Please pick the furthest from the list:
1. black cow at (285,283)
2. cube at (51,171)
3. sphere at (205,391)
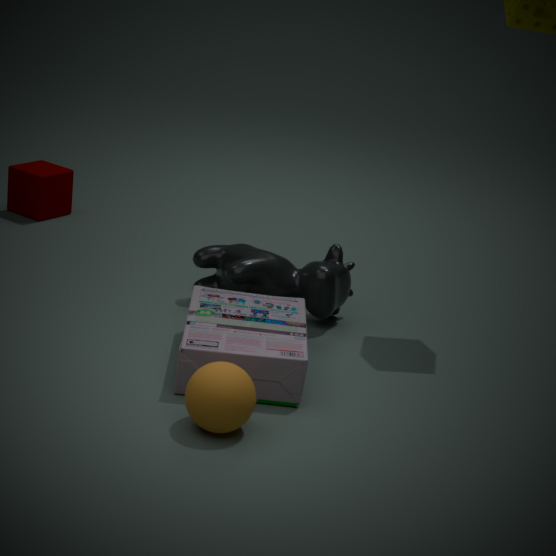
cube at (51,171)
